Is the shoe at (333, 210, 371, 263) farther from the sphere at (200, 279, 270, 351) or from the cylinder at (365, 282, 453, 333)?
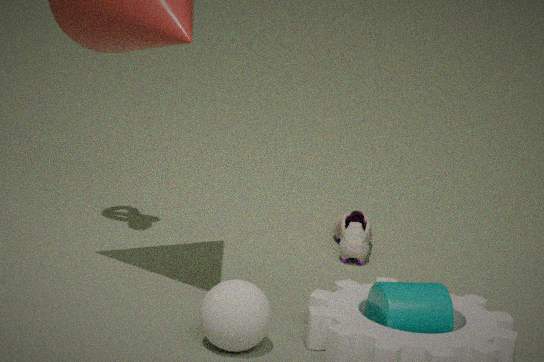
the sphere at (200, 279, 270, 351)
